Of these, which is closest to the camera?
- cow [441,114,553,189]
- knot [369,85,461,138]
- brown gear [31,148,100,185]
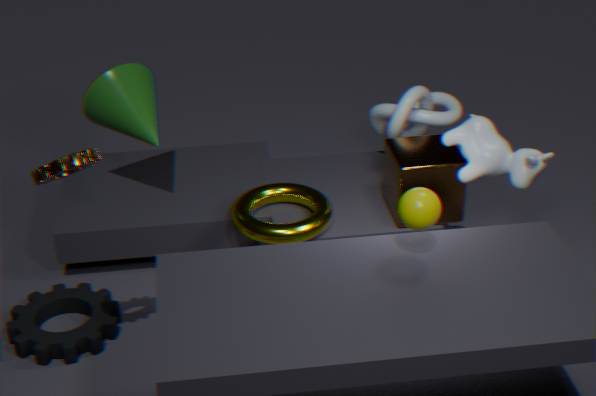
brown gear [31,148,100,185]
